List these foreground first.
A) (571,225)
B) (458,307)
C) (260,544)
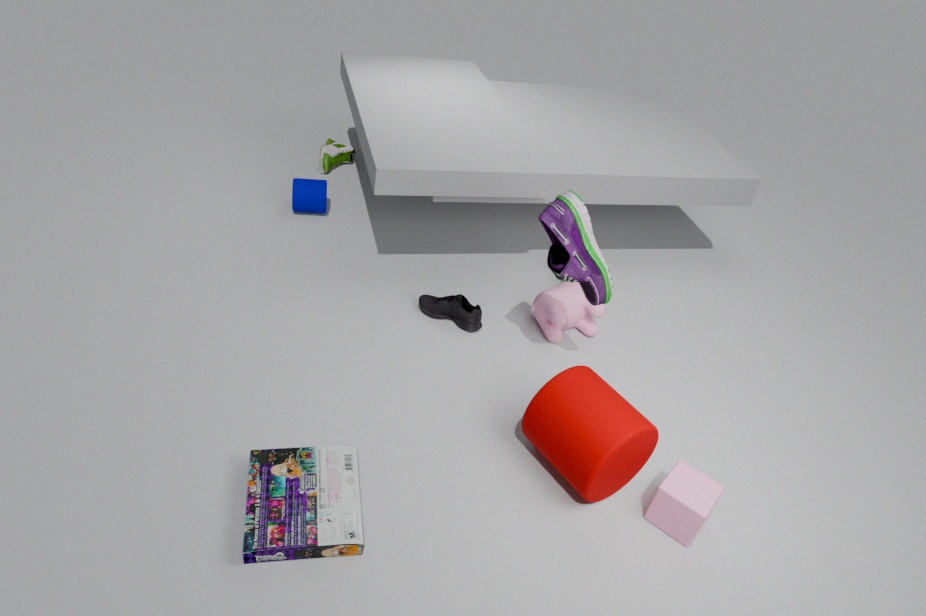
(260,544) → (571,225) → (458,307)
